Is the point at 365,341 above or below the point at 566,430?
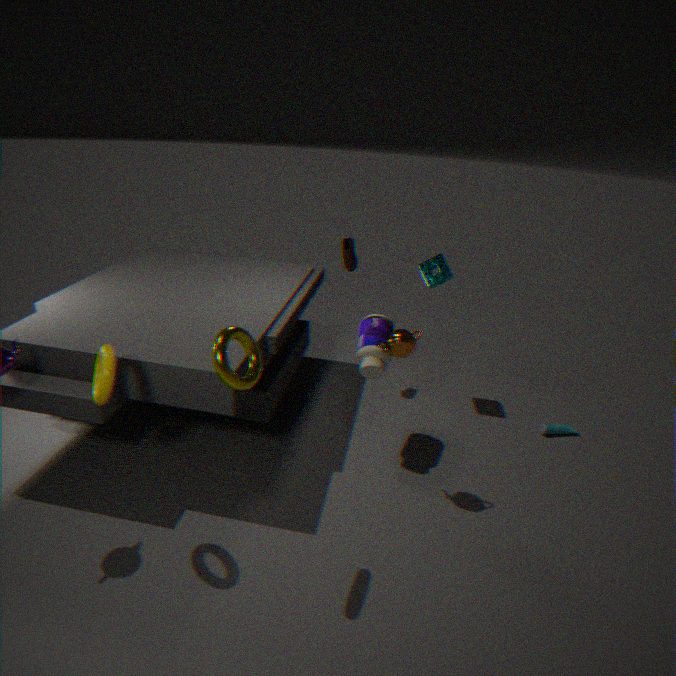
above
